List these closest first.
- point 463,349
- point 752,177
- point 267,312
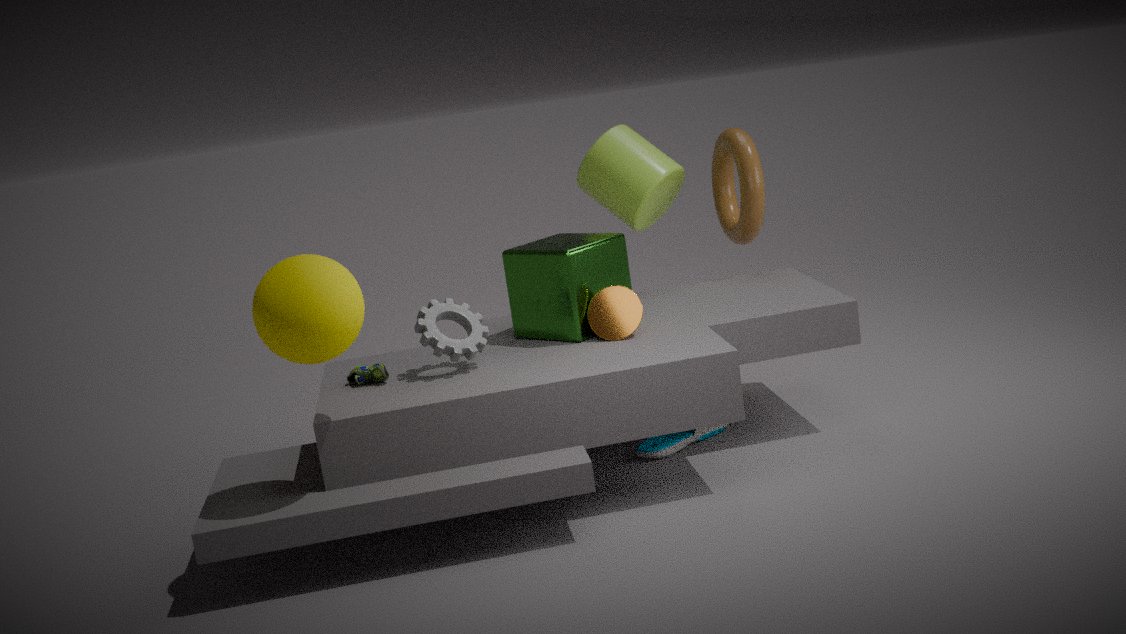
point 267,312
point 463,349
point 752,177
